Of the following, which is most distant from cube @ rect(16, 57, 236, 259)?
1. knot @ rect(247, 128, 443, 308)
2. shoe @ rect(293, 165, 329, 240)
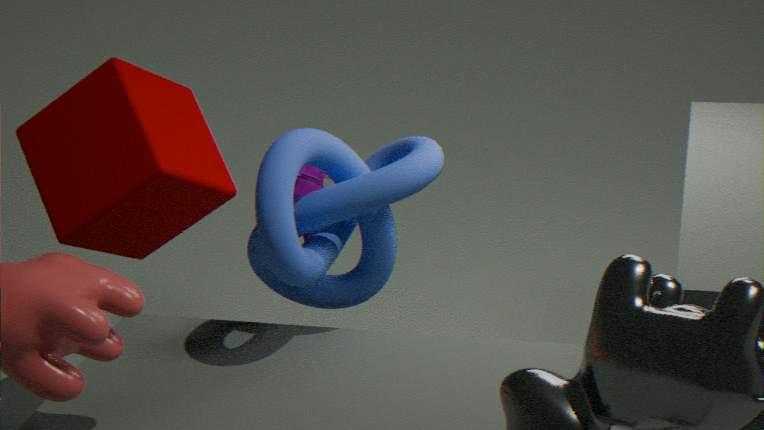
knot @ rect(247, 128, 443, 308)
